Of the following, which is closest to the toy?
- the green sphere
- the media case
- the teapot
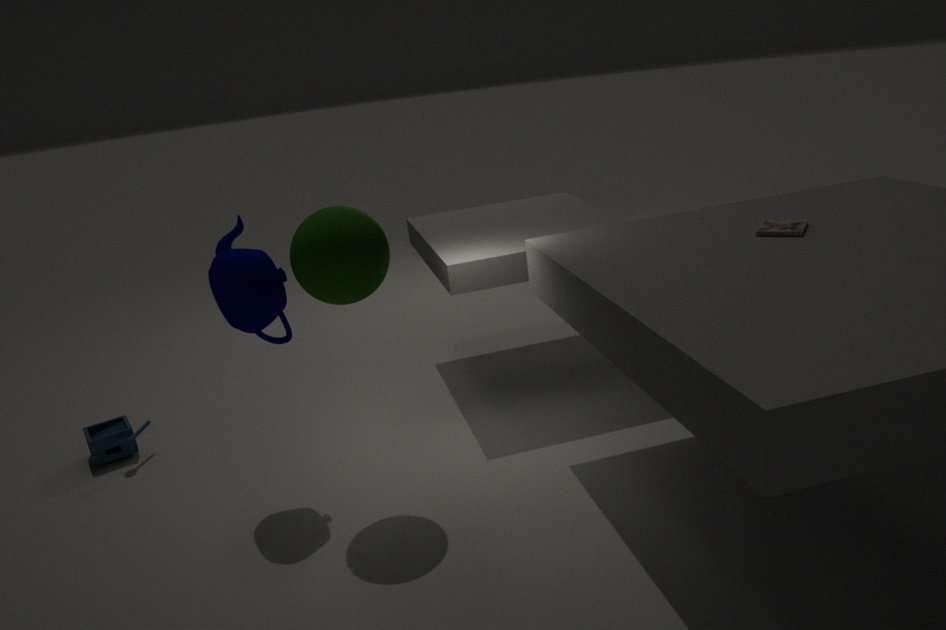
the teapot
